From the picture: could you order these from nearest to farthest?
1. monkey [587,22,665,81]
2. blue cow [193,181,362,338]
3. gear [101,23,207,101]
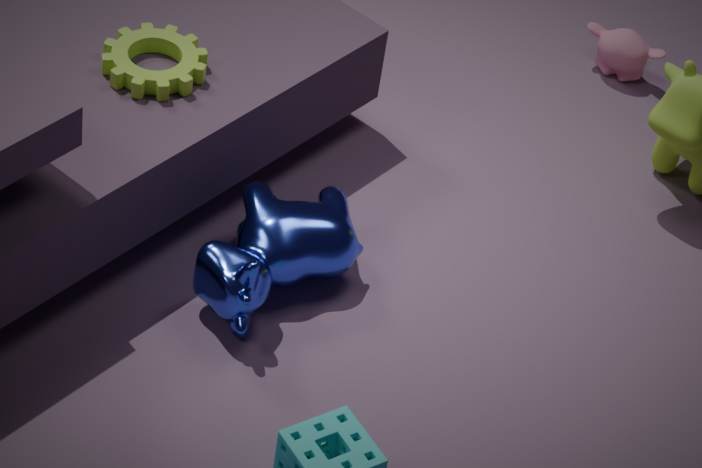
blue cow [193,181,362,338], gear [101,23,207,101], monkey [587,22,665,81]
